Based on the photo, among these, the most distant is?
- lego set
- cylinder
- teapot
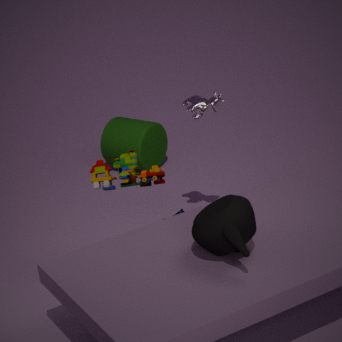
cylinder
